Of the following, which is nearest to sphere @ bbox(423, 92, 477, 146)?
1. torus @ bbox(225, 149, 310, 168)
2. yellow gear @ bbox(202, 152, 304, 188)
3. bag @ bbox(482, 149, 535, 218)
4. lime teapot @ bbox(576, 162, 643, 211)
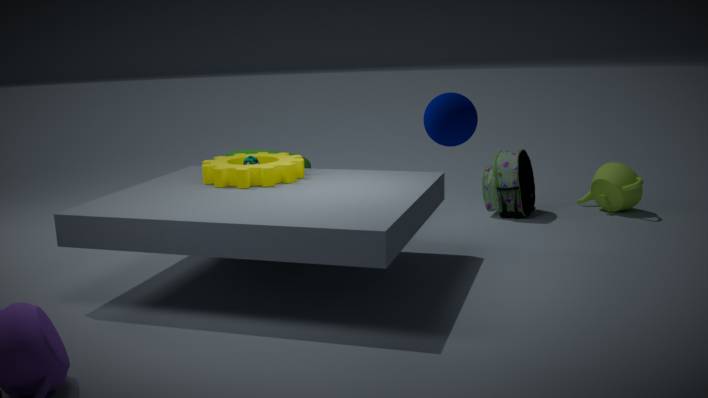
yellow gear @ bbox(202, 152, 304, 188)
